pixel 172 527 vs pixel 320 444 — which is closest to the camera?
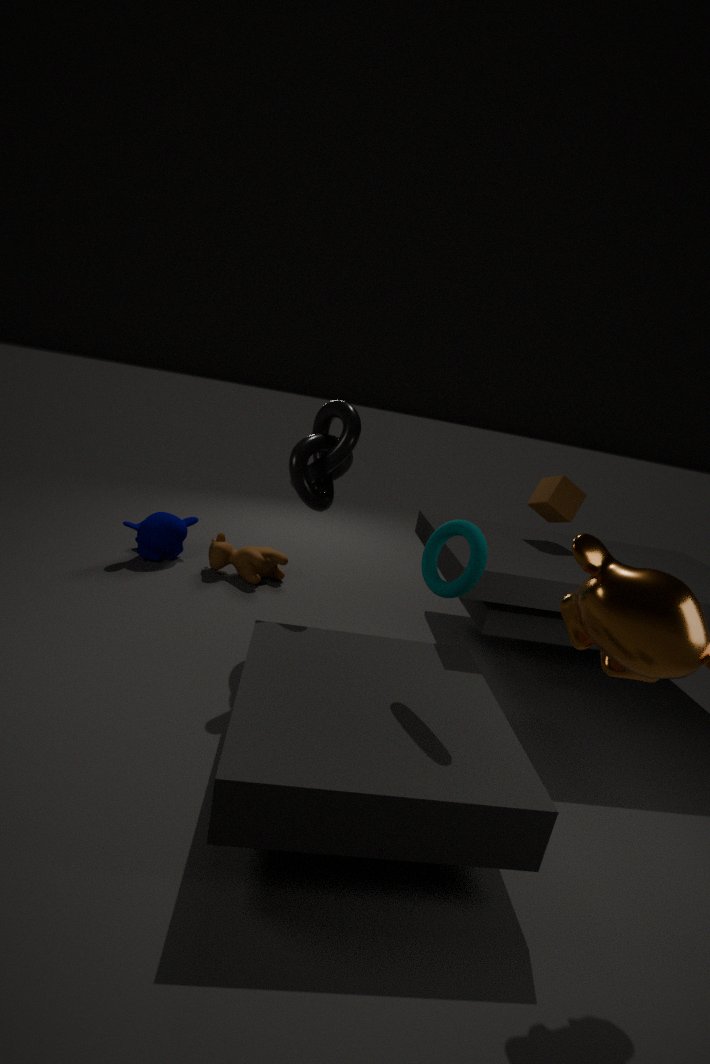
pixel 320 444
